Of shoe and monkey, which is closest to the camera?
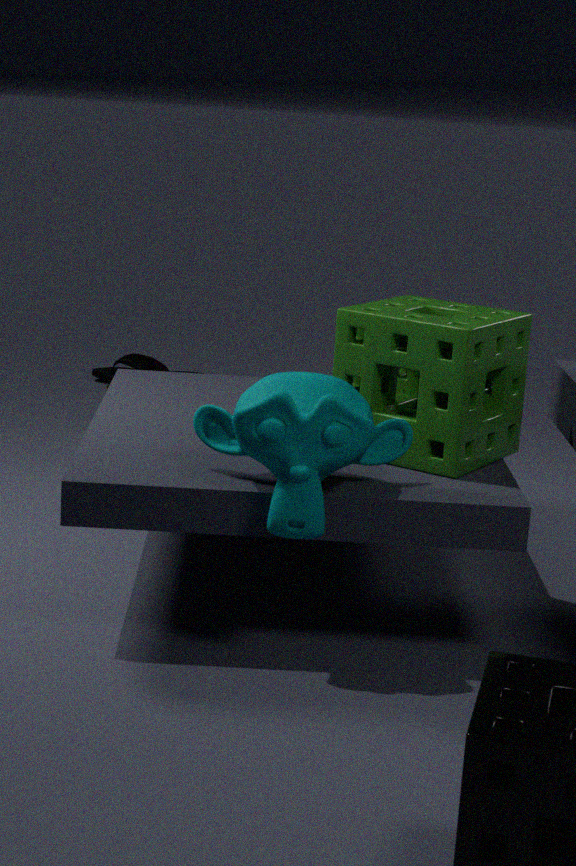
monkey
